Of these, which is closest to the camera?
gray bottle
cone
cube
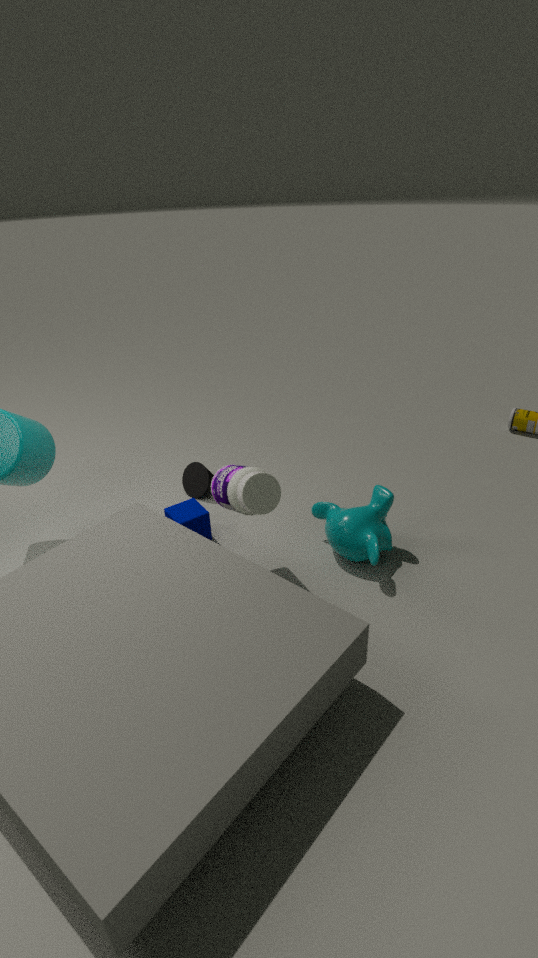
gray bottle
